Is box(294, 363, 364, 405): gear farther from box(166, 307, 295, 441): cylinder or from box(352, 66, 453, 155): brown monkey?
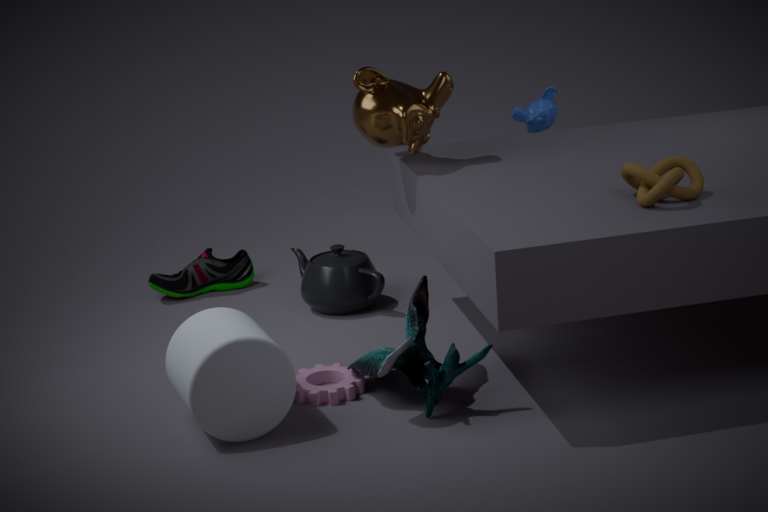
box(352, 66, 453, 155): brown monkey
